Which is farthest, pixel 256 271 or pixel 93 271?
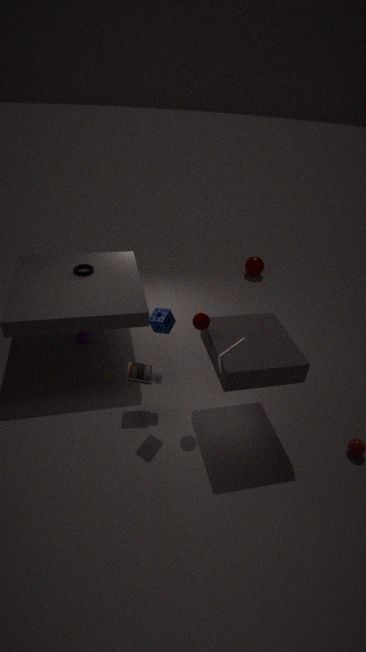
pixel 256 271
